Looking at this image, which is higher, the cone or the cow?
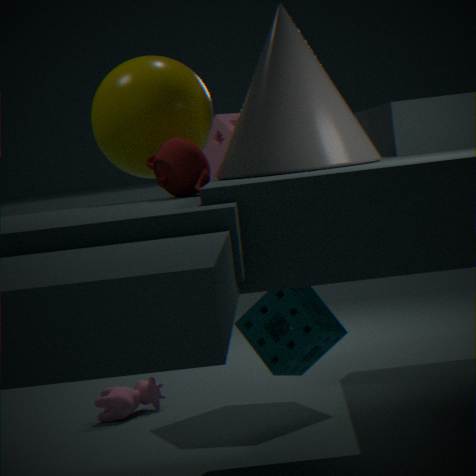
the cone
